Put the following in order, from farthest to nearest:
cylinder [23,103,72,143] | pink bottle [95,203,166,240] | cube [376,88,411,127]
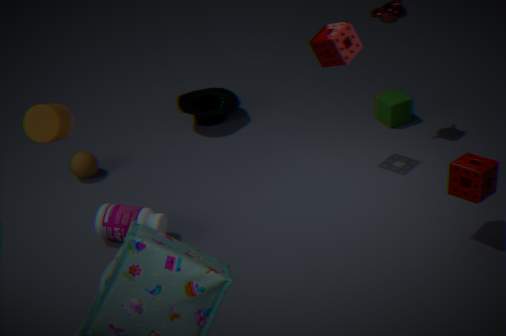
cube [376,88,411,127]
pink bottle [95,203,166,240]
cylinder [23,103,72,143]
